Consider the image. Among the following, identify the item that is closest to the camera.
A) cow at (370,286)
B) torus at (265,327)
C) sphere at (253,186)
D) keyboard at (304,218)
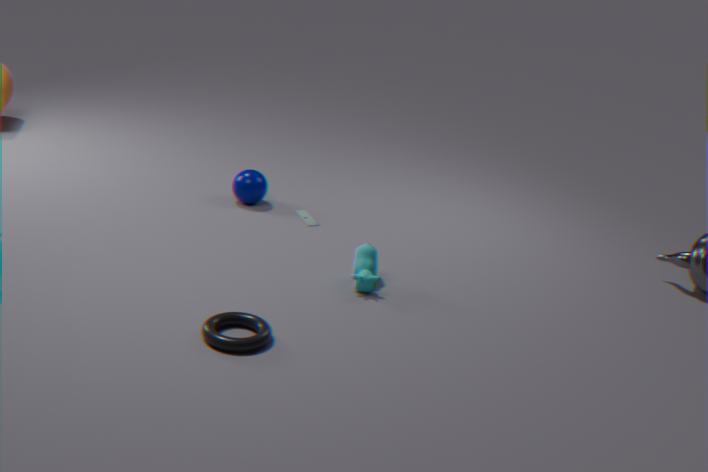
torus at (265,327)
